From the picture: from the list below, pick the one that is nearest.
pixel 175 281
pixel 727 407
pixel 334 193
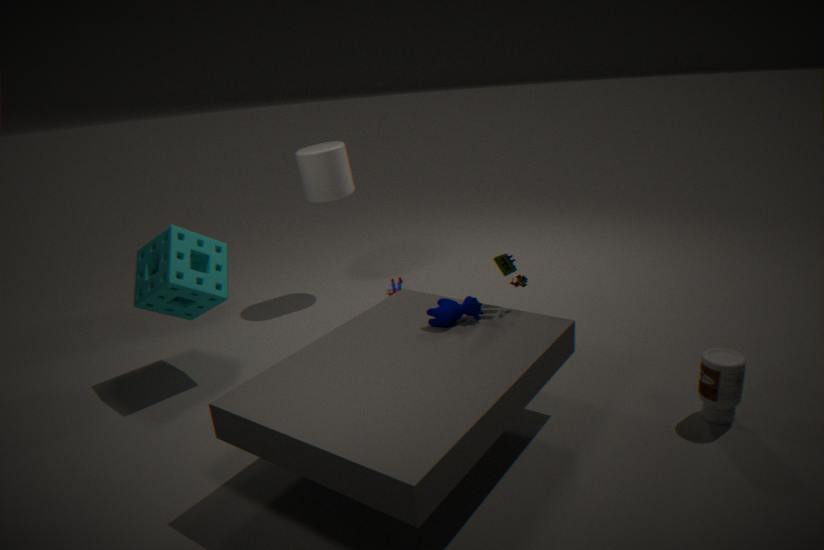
pixel 727 407
